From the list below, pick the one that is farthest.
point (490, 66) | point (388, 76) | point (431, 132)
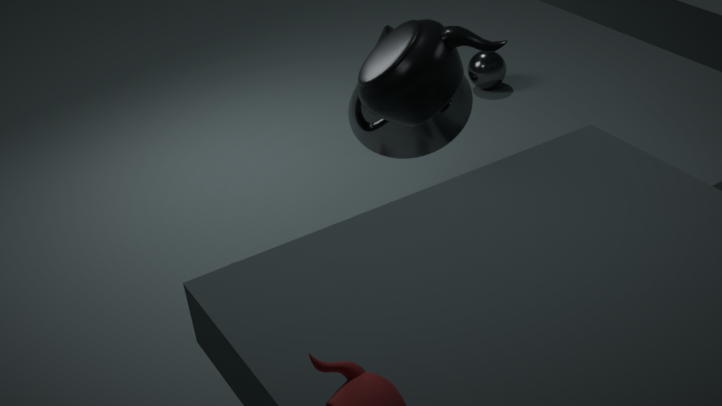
point (490, 66)
